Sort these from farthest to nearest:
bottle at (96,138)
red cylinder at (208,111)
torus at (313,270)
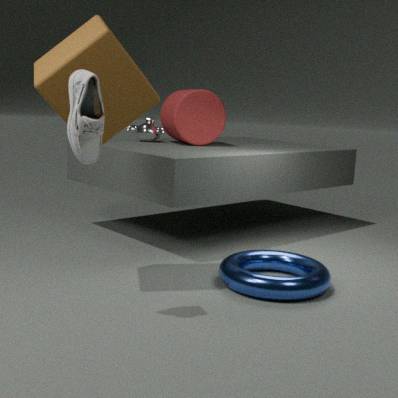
red cylinder at (208,111) < torus at (313,270) < bottle at (96,138)
